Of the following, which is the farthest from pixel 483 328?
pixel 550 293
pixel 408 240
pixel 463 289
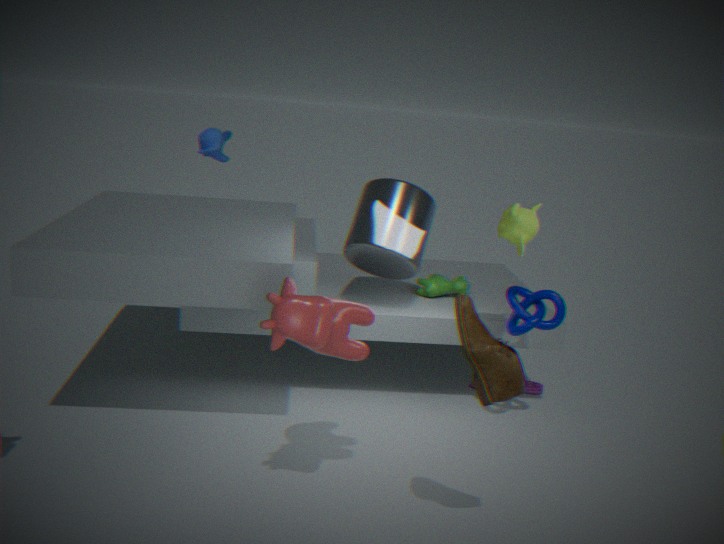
pixel 463 289
